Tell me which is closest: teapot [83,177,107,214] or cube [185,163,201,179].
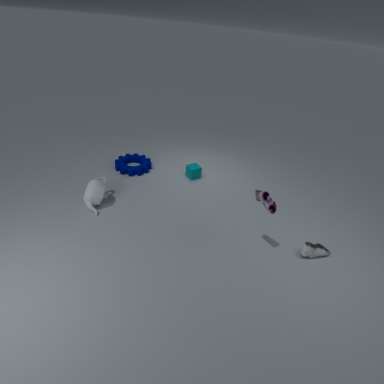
teapot [83,177,107,214]
